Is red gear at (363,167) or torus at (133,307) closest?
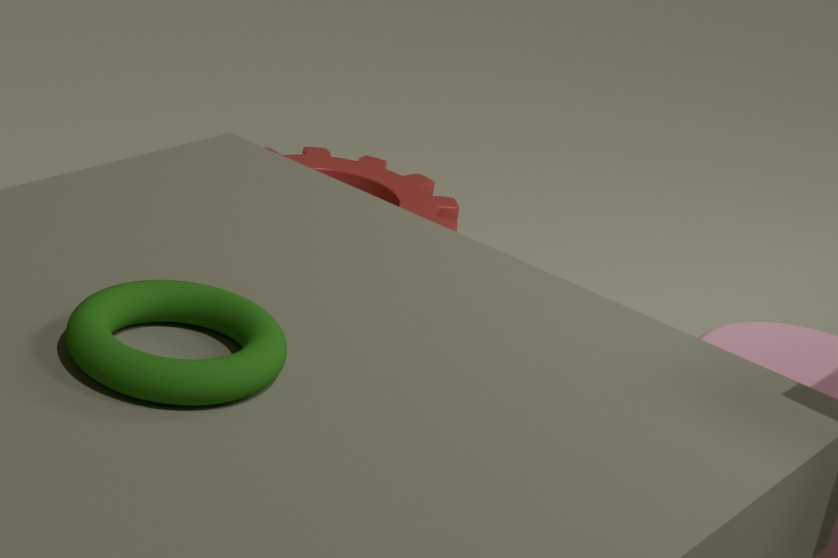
torus at (133,307)
